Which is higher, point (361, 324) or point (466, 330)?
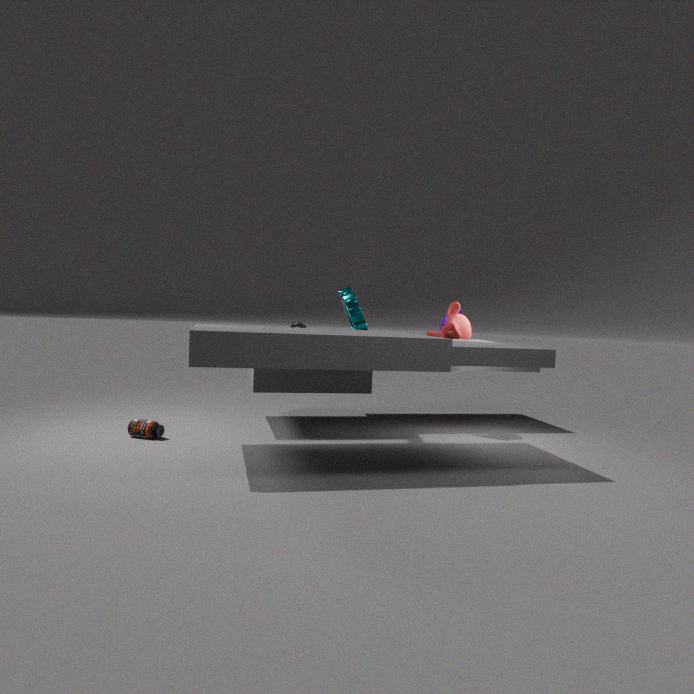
point (361, 324)
